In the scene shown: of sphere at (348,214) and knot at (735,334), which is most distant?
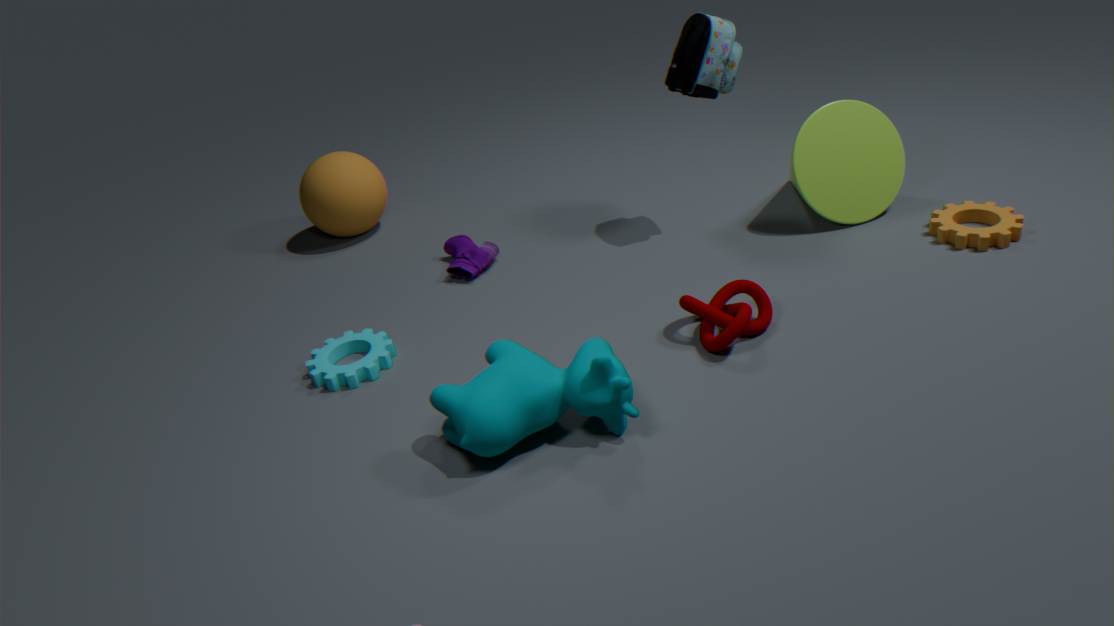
sphere at (348,214)
